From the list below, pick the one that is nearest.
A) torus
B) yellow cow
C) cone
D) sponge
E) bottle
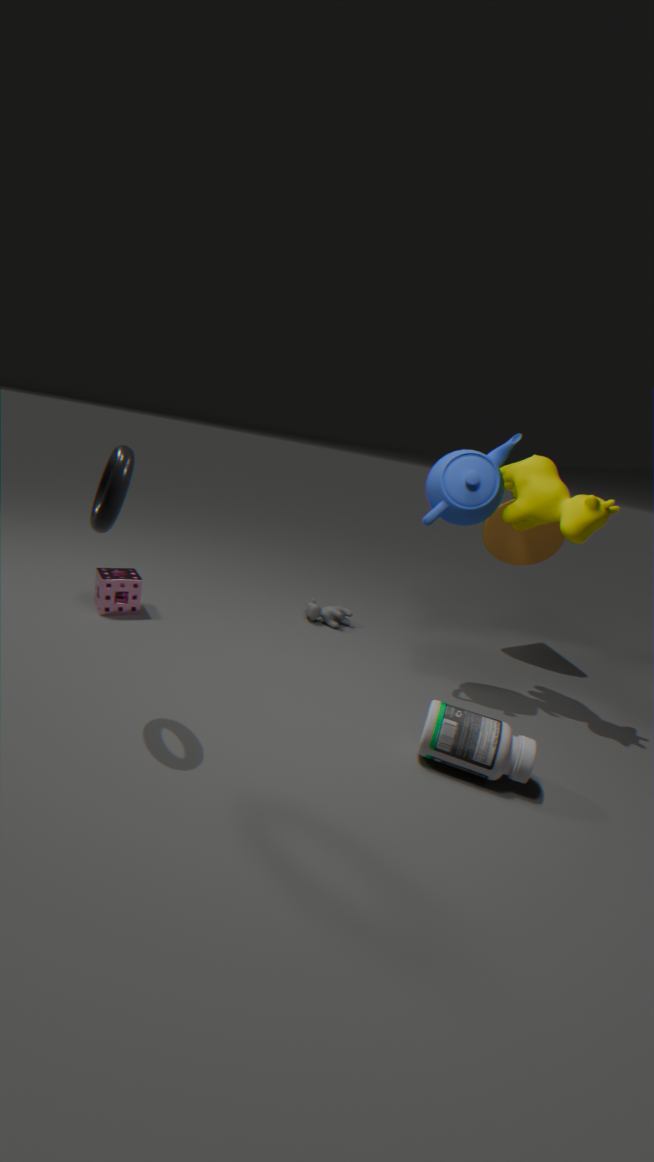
torus
